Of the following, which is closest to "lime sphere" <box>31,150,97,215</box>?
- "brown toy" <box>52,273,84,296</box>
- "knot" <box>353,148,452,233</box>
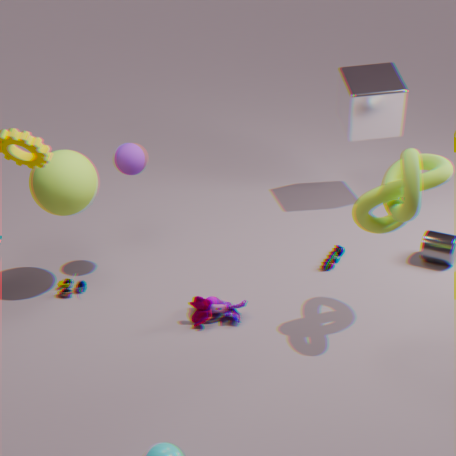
"brown toy" <box>52,273,84,296</box>
